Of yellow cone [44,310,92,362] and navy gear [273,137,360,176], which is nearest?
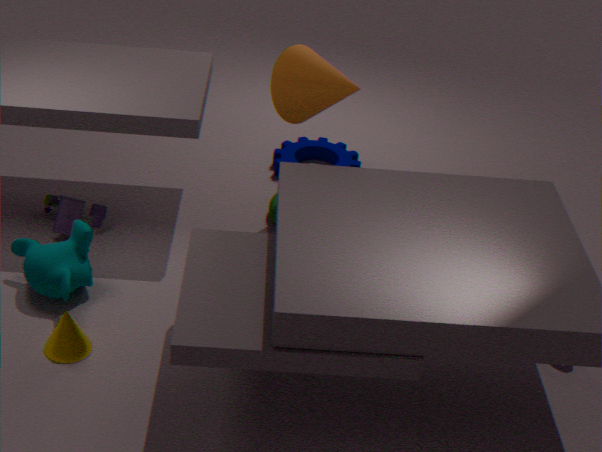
yellow cone [44,310,92,362]
